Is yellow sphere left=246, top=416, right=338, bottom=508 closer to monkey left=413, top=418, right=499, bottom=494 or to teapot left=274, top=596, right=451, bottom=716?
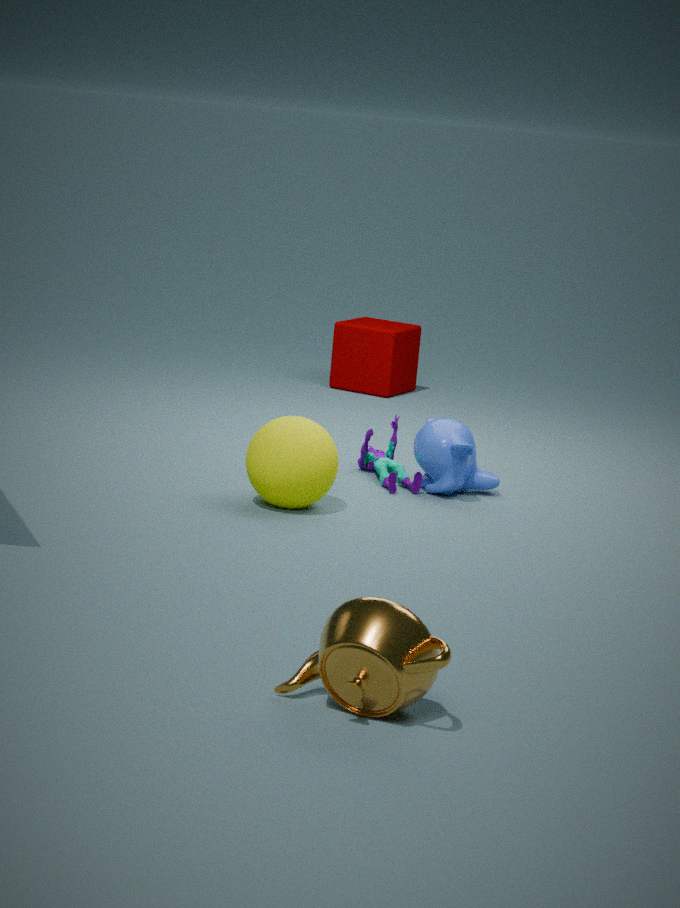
monkey left=413, top=418, right=499, bottom=494
